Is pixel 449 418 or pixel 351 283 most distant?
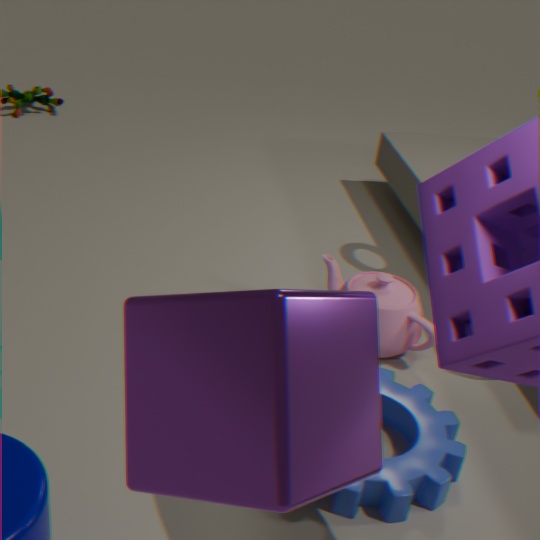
pixel 351 283
